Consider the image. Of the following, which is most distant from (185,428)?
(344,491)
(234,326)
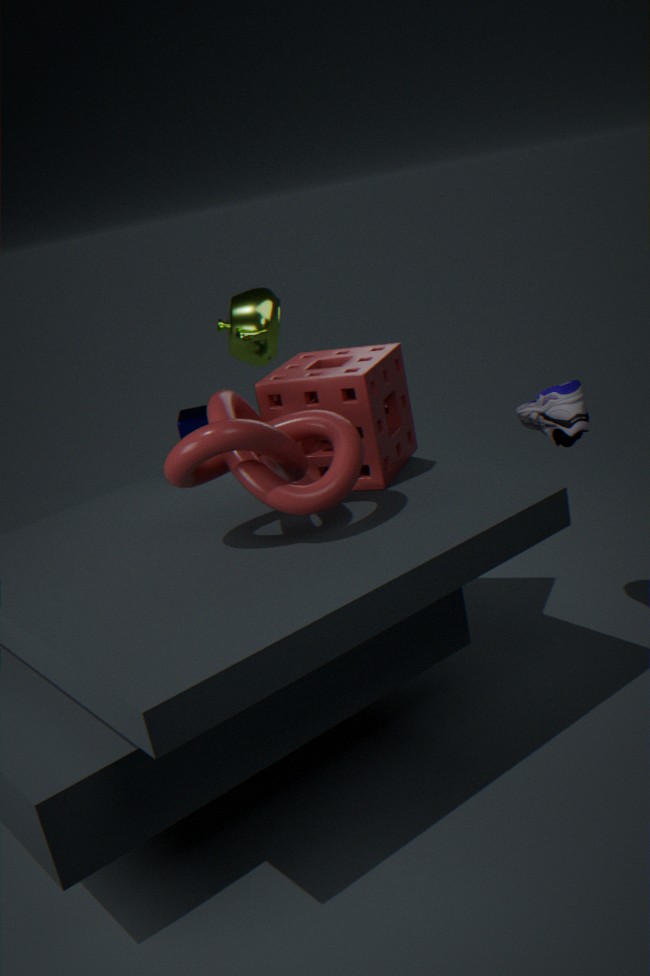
(344,491)
